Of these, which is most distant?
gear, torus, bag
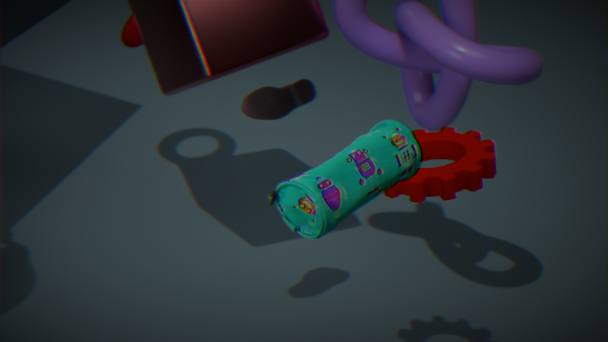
torus
